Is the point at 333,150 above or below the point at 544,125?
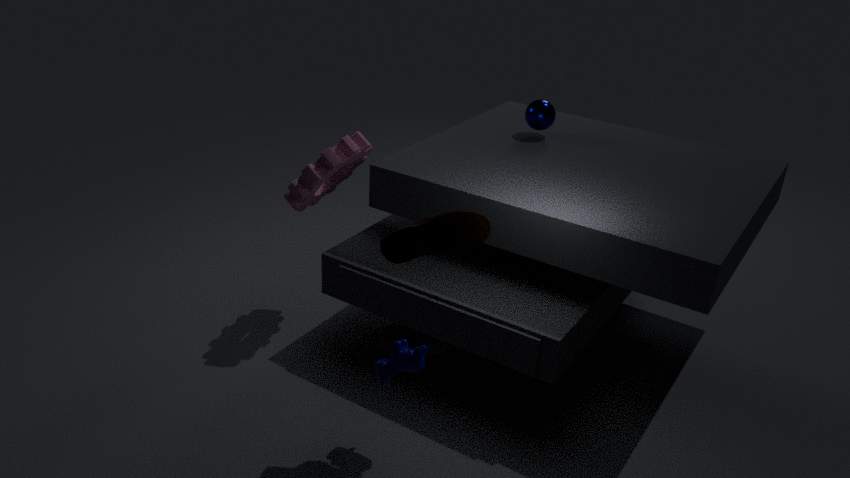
below
